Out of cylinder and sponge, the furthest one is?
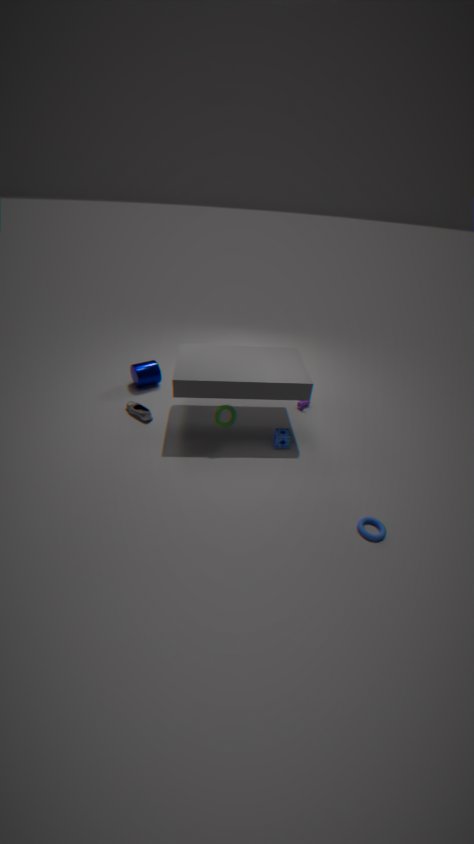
cylinder
